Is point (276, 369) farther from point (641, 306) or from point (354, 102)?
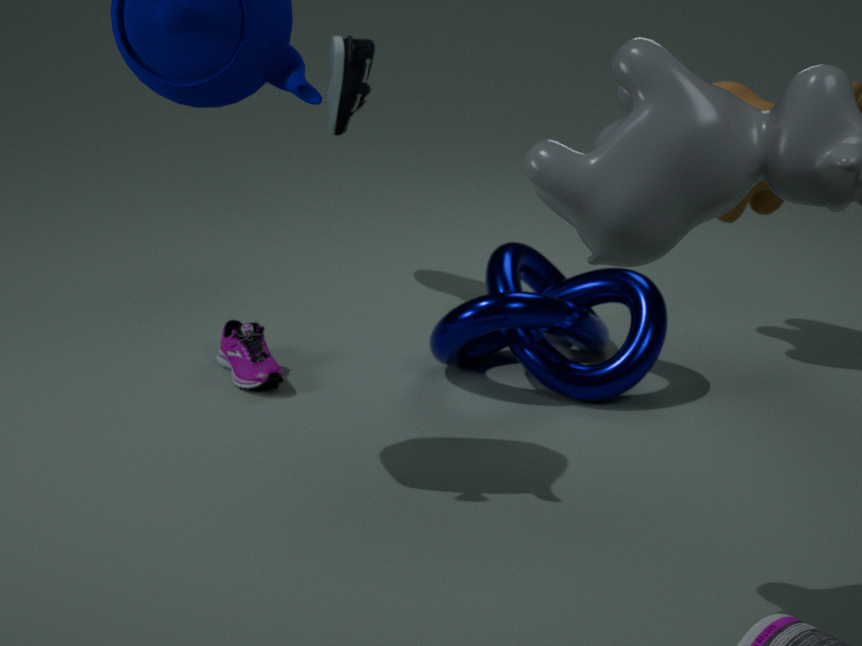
point (354, 102)
